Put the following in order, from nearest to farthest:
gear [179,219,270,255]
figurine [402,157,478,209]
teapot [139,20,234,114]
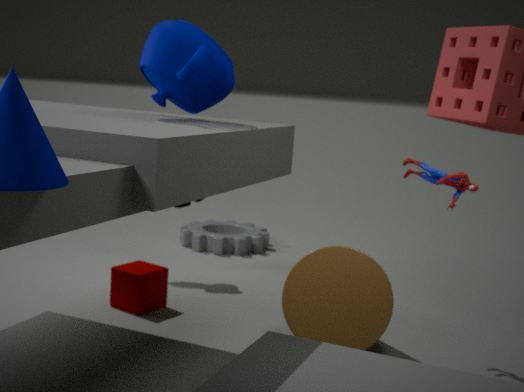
teapot [139,20,234,114] < figurine [402,157,478,209] < gear [179,219,270,255]
